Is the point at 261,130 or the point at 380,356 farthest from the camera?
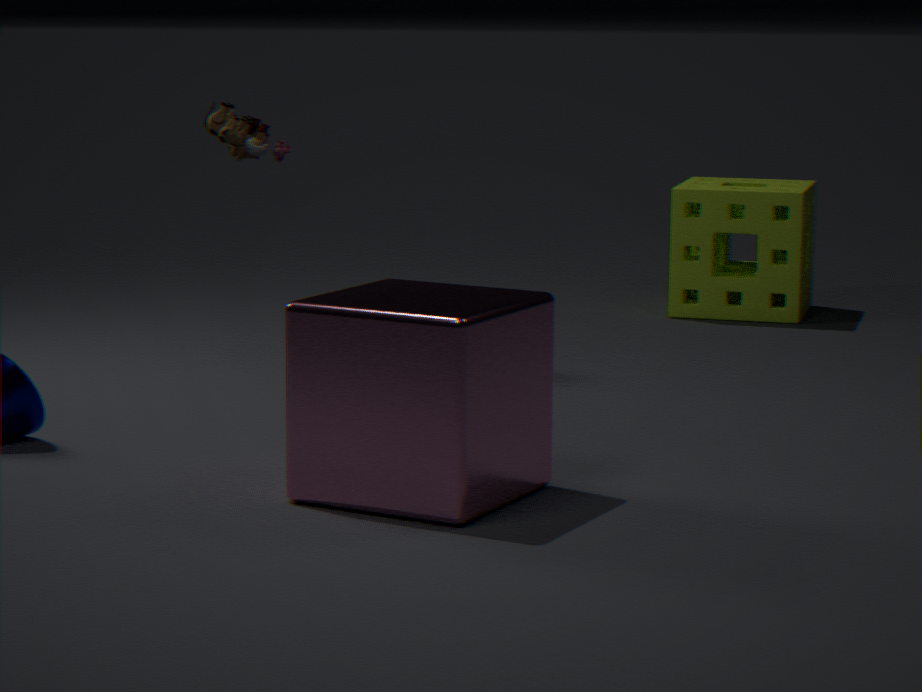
the point at 261,130
